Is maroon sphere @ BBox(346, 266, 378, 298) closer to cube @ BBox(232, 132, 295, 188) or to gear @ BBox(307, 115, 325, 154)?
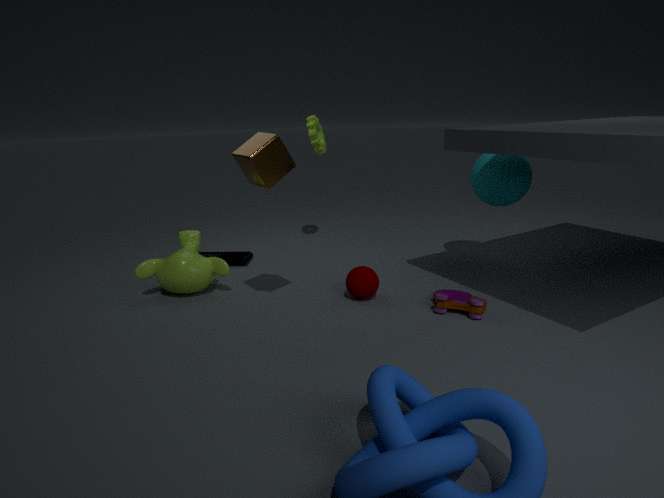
cube @ BBox(232, 132, 295, 188)
